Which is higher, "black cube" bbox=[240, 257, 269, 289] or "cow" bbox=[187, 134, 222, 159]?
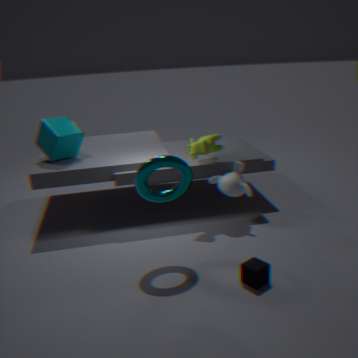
"cow" bbox=[187, 134, 222, 159]
